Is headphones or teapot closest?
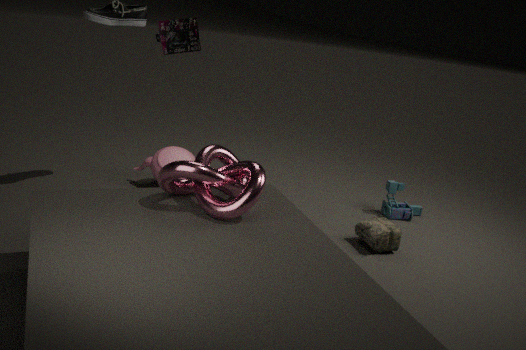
headphones
